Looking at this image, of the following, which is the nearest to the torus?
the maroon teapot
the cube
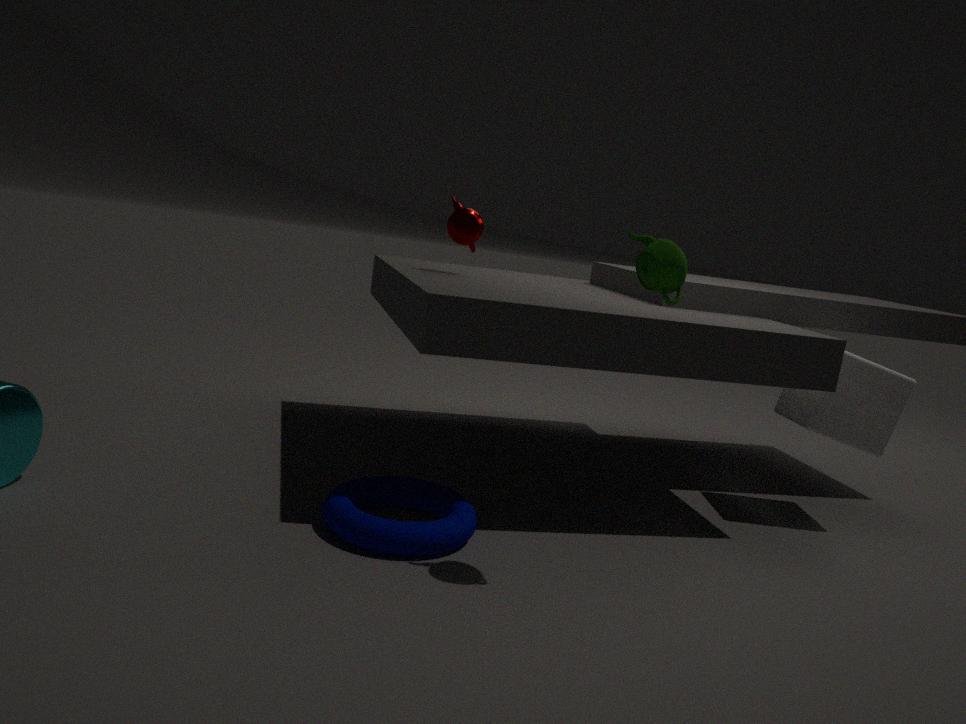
the maroon teapot
